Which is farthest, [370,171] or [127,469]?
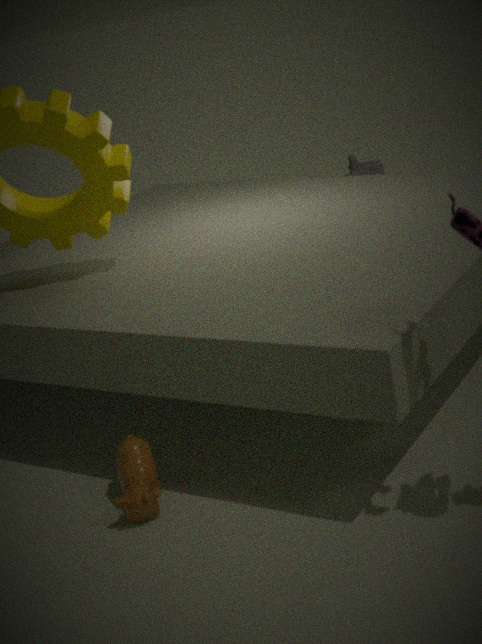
[370,171]
